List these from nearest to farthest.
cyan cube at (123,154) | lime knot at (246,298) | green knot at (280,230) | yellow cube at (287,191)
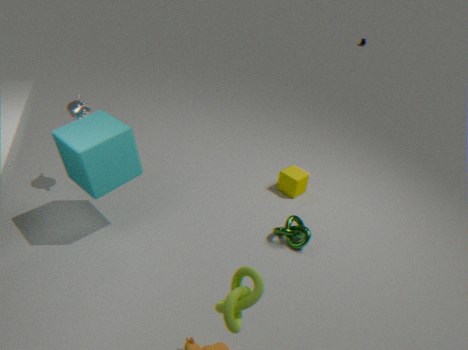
1. lime knot at (246,298)
2. cyan cube at (123,154)
3. green knot at (280,230)
4. yellow cube at (287,191)
